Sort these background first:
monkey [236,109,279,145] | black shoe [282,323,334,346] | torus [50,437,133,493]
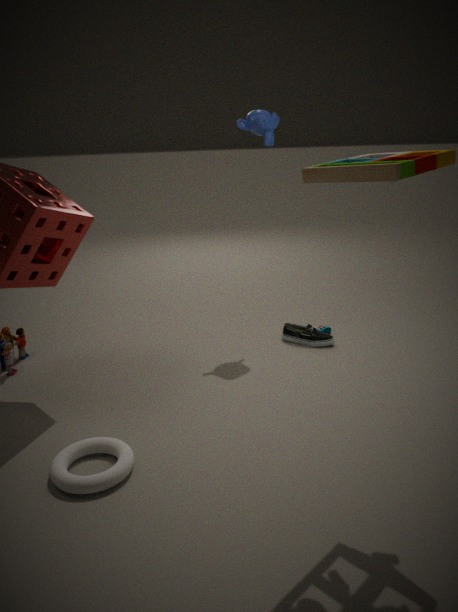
black shoe [282,323,334,346], monkey [236,109,279,145], torus [50,437,133,493]
